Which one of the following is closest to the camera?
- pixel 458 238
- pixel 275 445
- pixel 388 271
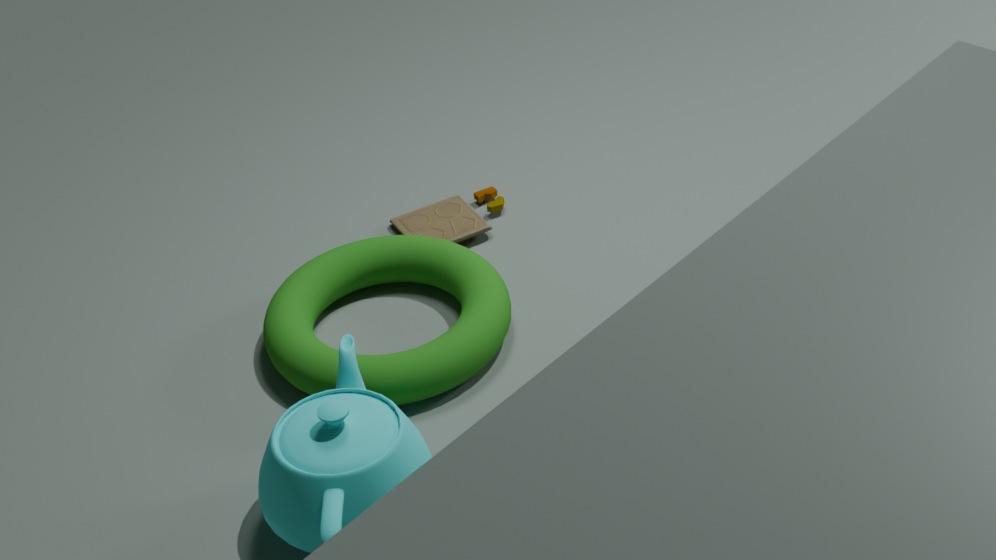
pixel 275 445
